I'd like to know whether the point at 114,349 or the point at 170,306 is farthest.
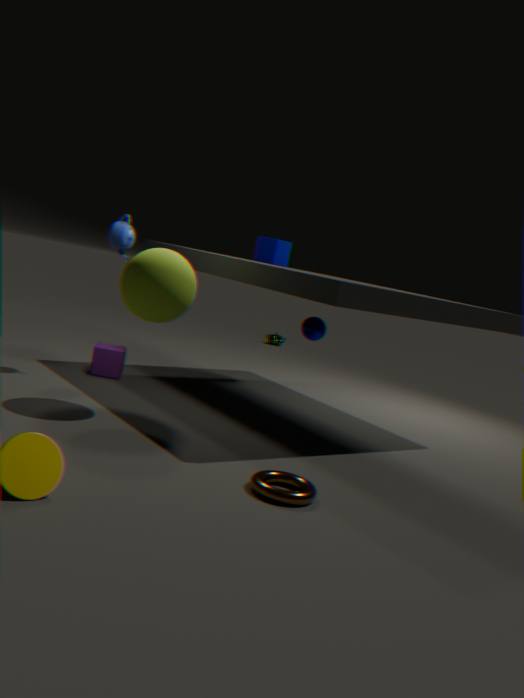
the point at 114,349
